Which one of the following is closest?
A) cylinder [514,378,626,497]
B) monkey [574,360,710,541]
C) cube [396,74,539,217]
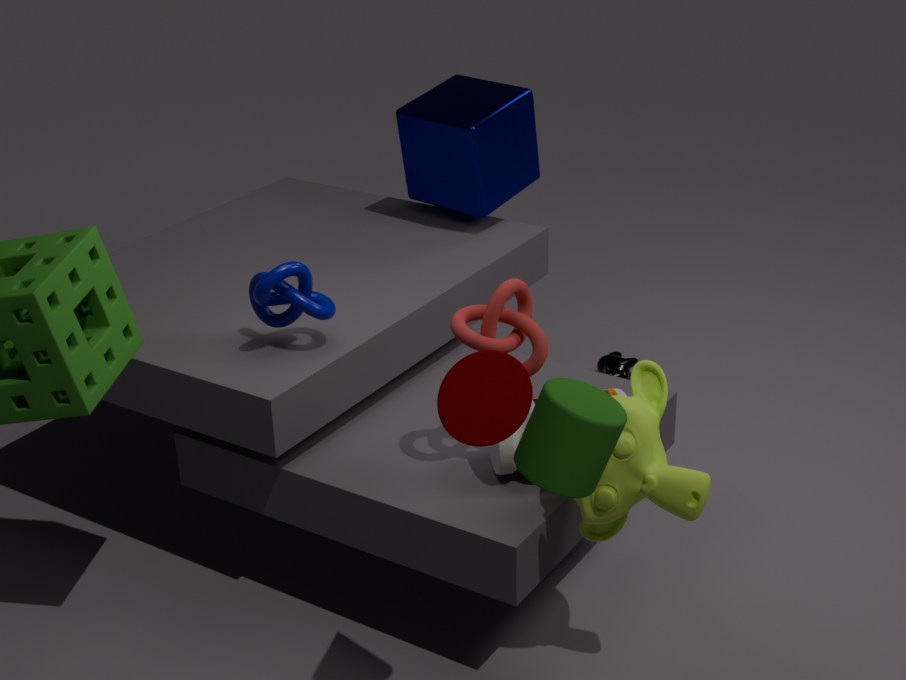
A. cylinder [514,378,626,497]
